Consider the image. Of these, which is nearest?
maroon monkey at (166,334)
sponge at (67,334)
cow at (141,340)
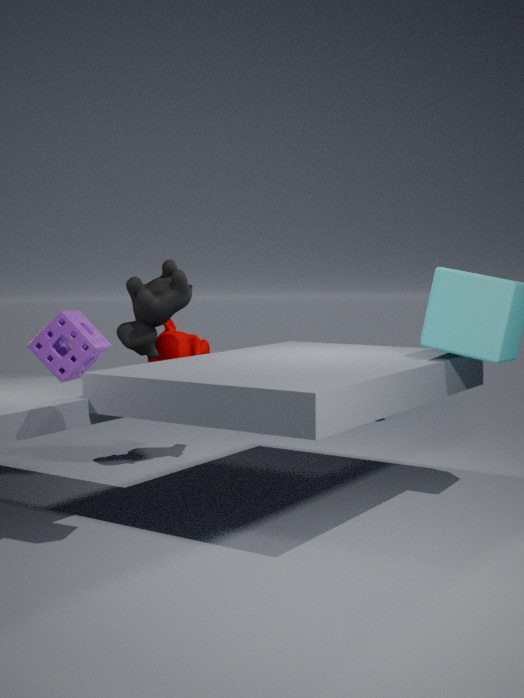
sponge at (67,334)
